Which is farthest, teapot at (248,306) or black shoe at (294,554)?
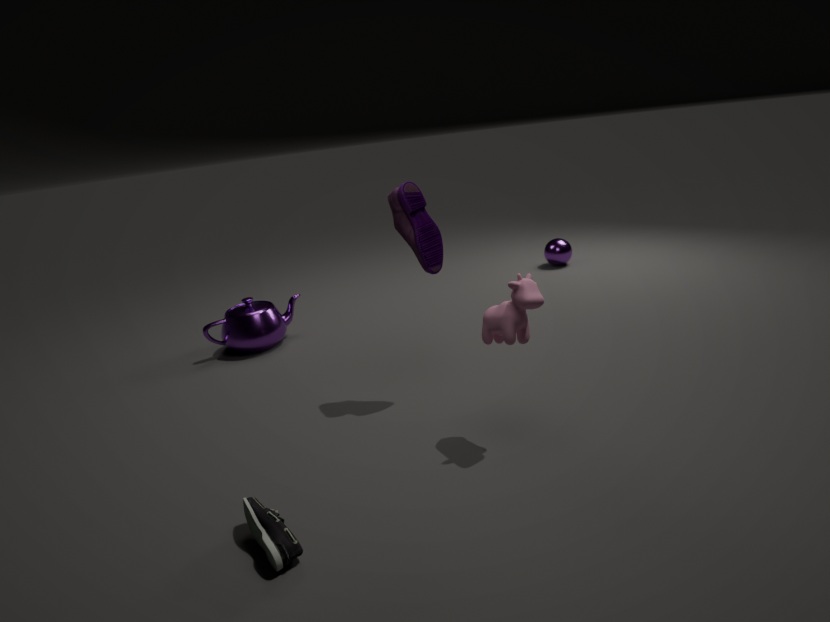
teapot at (248,306)
